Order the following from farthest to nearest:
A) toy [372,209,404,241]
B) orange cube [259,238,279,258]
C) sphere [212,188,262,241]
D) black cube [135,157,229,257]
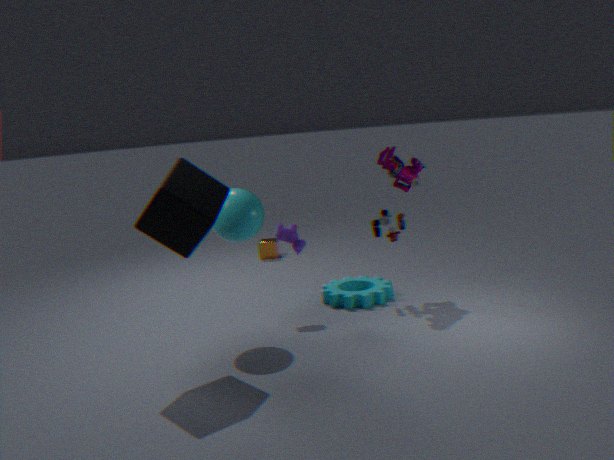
1. orange cube [259,238,279,258]
2. toy [372,209,404,241]
3. sphere [212,188,262,241]
4. black cube [135,157,229,257]
